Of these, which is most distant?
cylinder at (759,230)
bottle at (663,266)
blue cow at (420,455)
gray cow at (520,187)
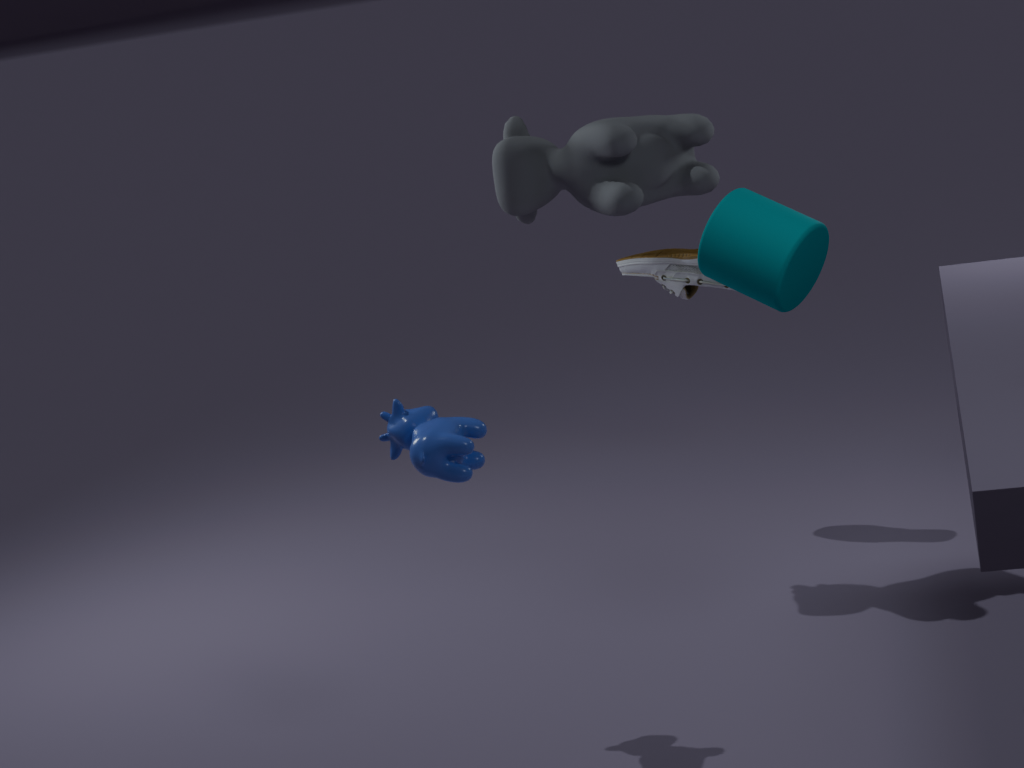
bottle at (663,266)
